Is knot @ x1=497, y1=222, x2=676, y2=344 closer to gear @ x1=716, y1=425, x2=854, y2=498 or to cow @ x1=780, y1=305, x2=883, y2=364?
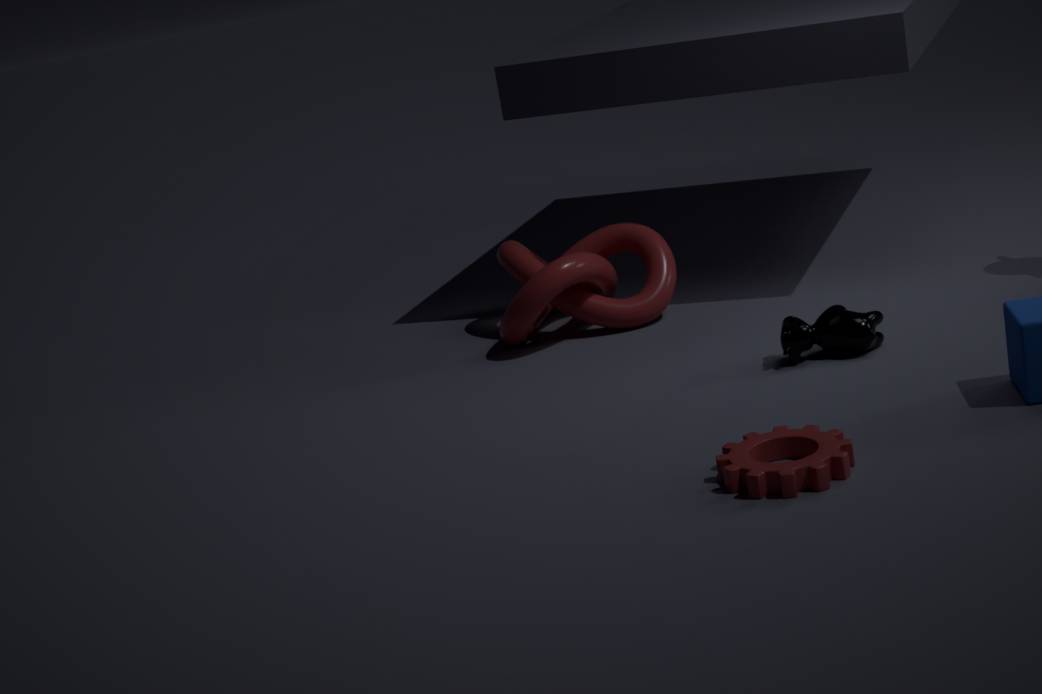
cow @ x1=780, y1=305, x2=883, y2=364
